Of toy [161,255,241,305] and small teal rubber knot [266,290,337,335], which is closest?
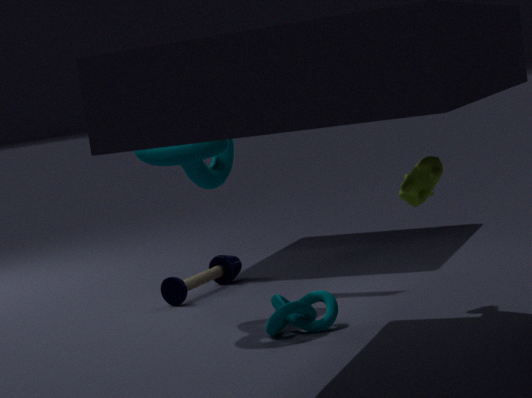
small teal rubber knot [266,290,337,335]
